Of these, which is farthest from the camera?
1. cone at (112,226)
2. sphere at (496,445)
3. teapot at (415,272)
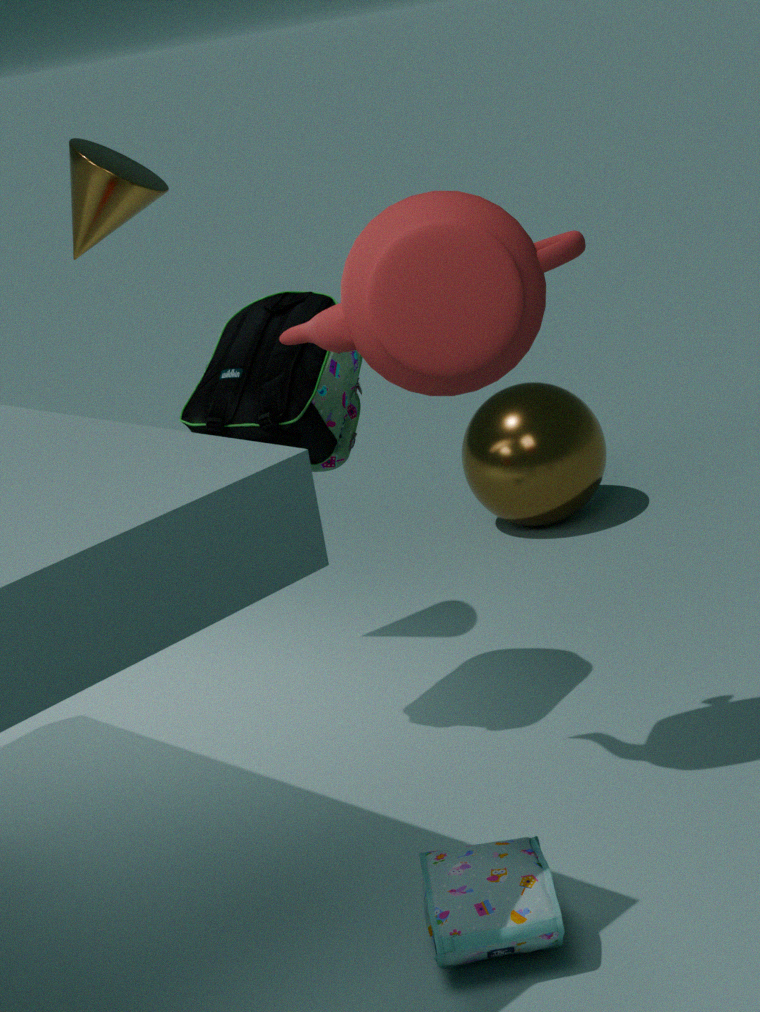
sphere at (496,445)
